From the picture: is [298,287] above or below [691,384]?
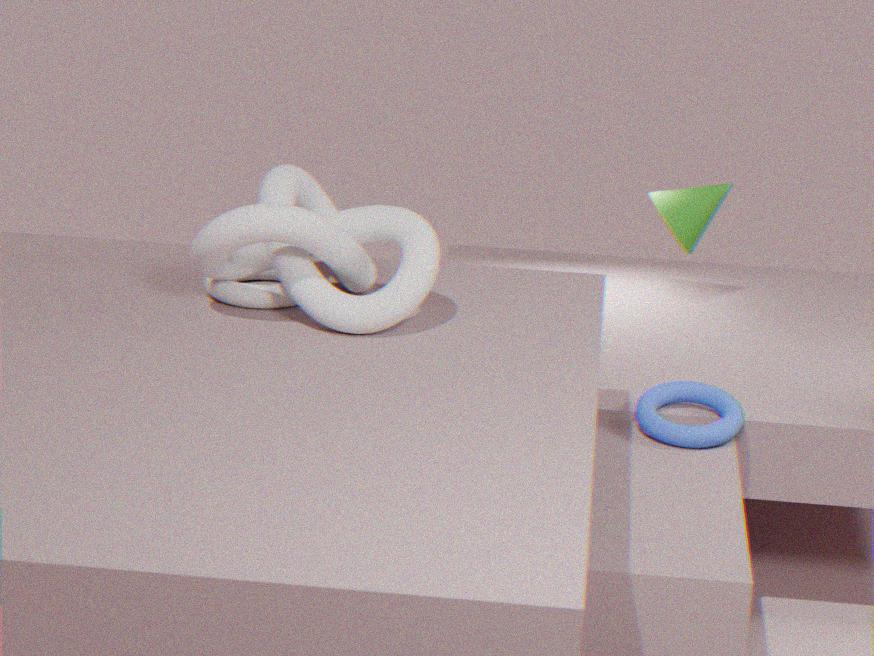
above
